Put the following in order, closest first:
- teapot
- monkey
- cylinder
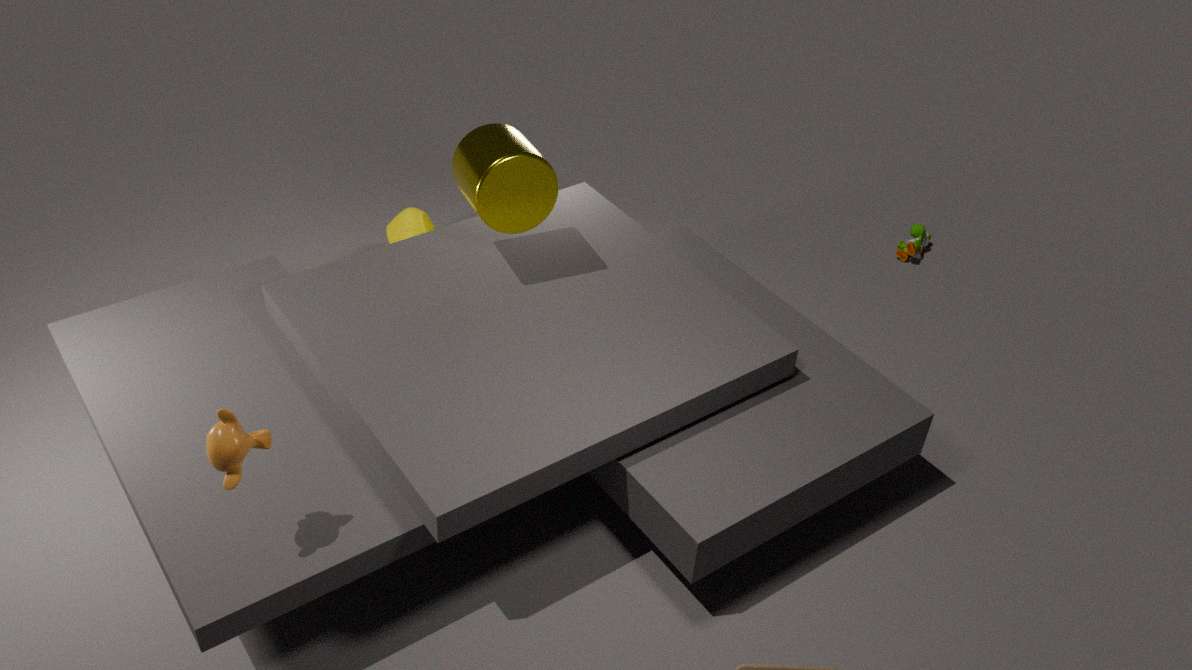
monkey
cylinder
teapot
